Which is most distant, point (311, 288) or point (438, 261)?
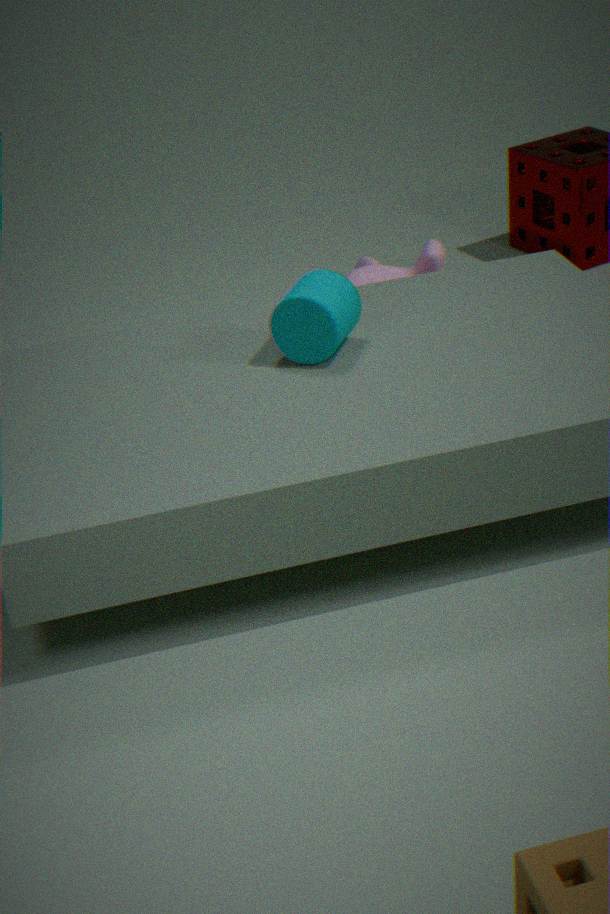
point (438, 261)
